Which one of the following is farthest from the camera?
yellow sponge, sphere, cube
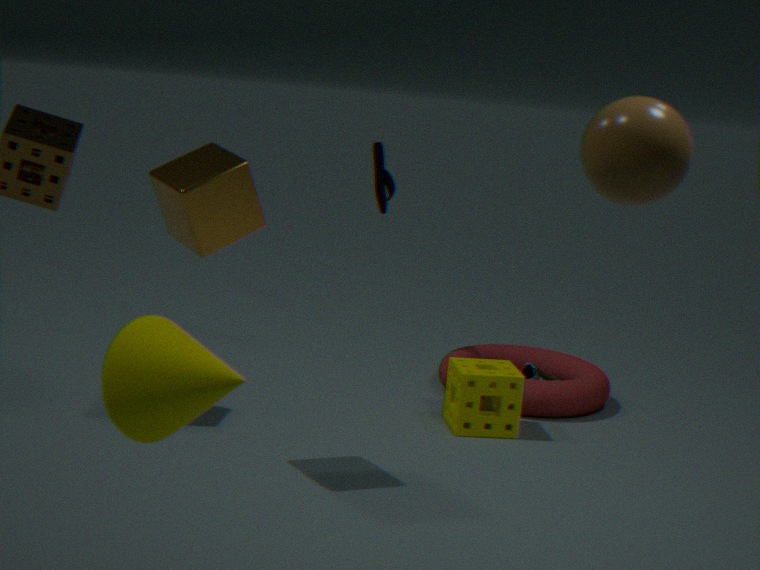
yellow sponge
